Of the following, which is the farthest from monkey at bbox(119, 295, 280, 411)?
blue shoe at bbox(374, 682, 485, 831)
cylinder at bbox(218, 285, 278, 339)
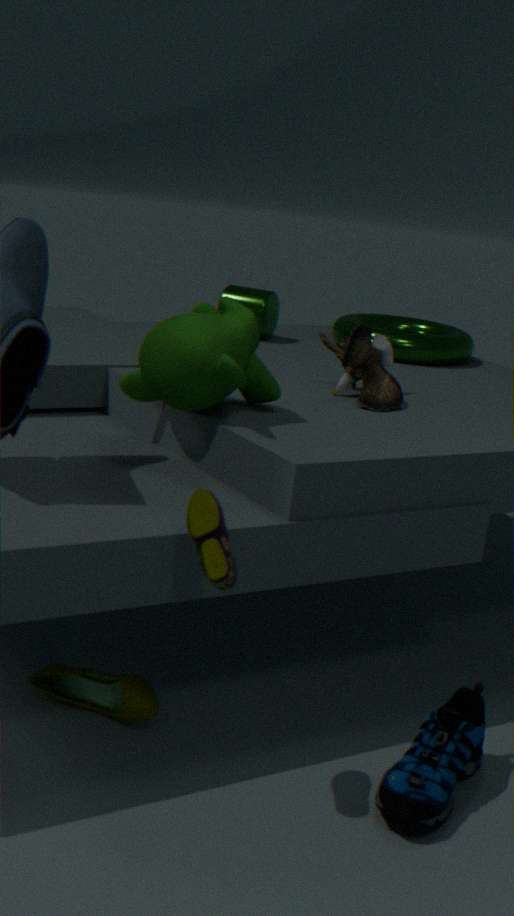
cylinder at bbox(218, 285, 278, 339)
